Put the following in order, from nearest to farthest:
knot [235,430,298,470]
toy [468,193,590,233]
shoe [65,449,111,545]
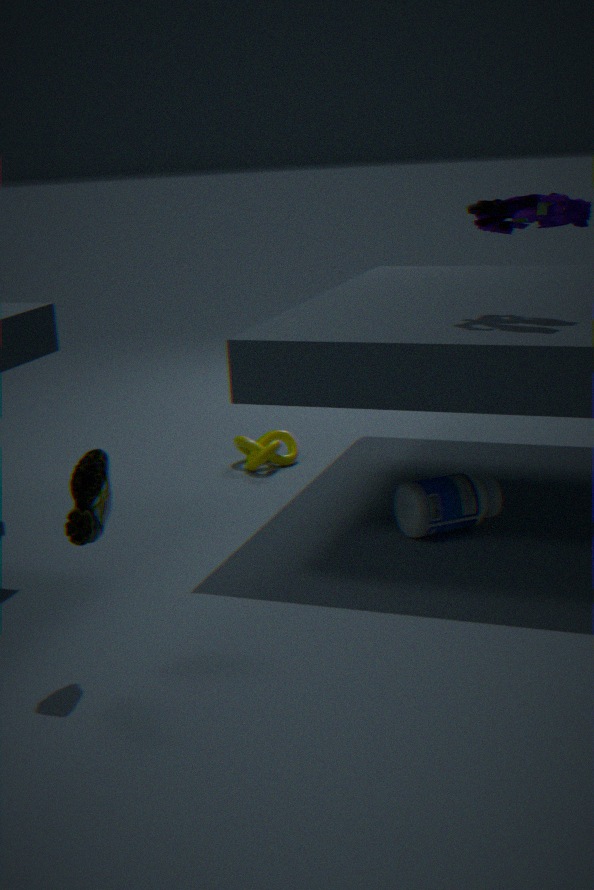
shoe [65,449,111,545] < toy [468,193,590,233] < knot [235,430,298,470]
